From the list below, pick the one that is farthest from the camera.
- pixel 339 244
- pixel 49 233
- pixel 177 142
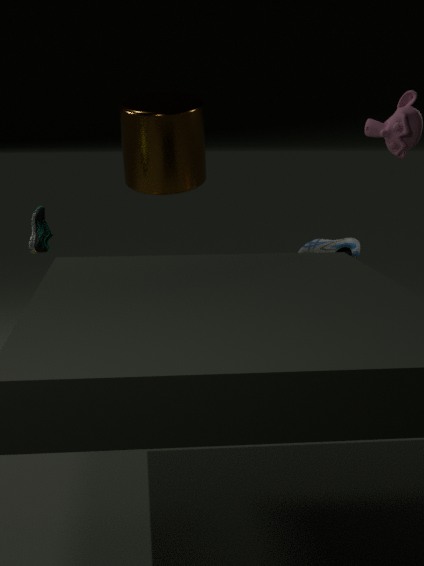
pixel 339 244
